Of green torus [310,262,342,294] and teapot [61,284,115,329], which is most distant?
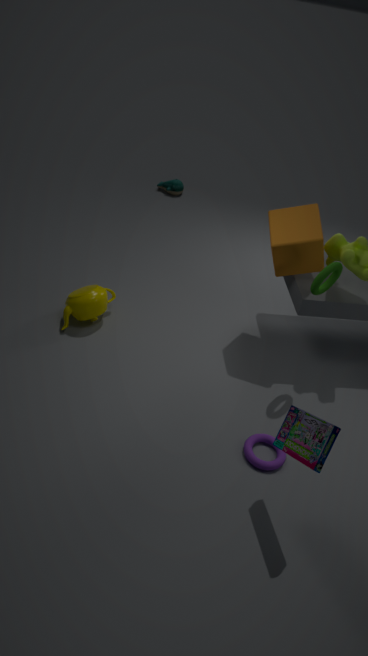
teapot [61,284,115,329]
